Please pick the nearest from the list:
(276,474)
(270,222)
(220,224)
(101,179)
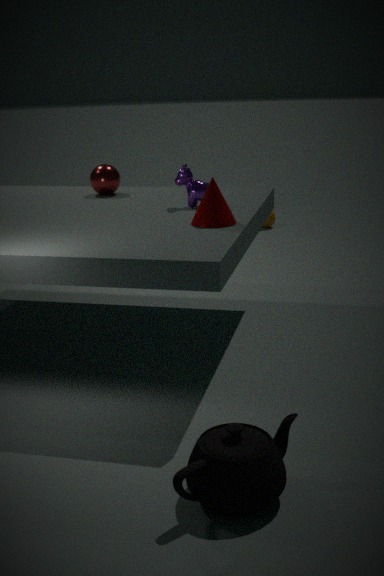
(276,474)
